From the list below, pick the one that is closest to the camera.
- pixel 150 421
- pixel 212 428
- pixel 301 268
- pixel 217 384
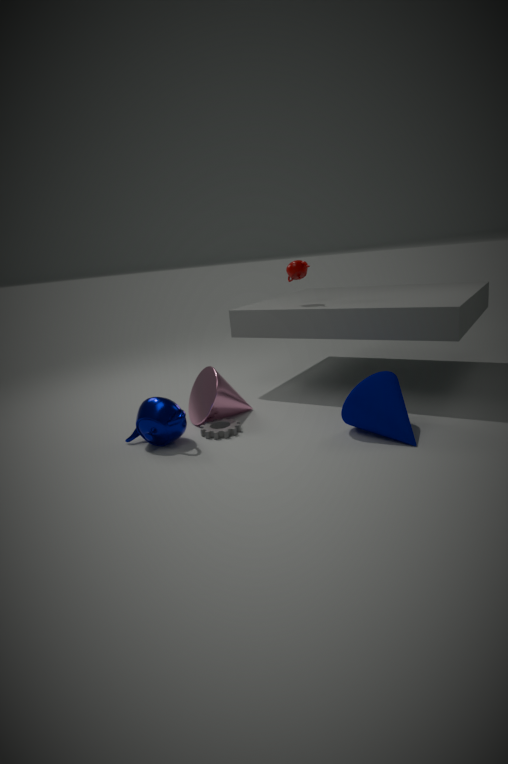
pixel 150 421
